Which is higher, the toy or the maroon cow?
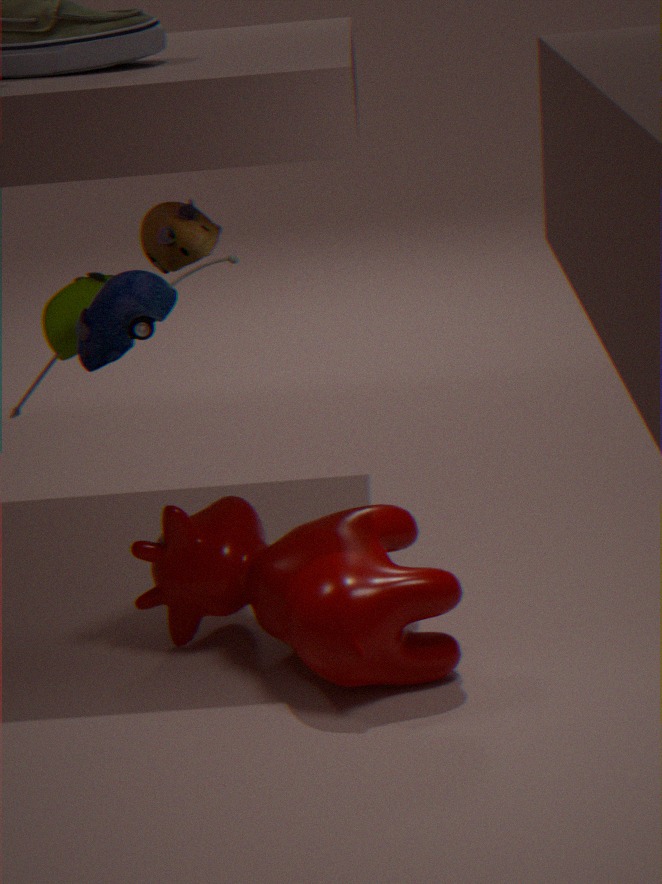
the toy
